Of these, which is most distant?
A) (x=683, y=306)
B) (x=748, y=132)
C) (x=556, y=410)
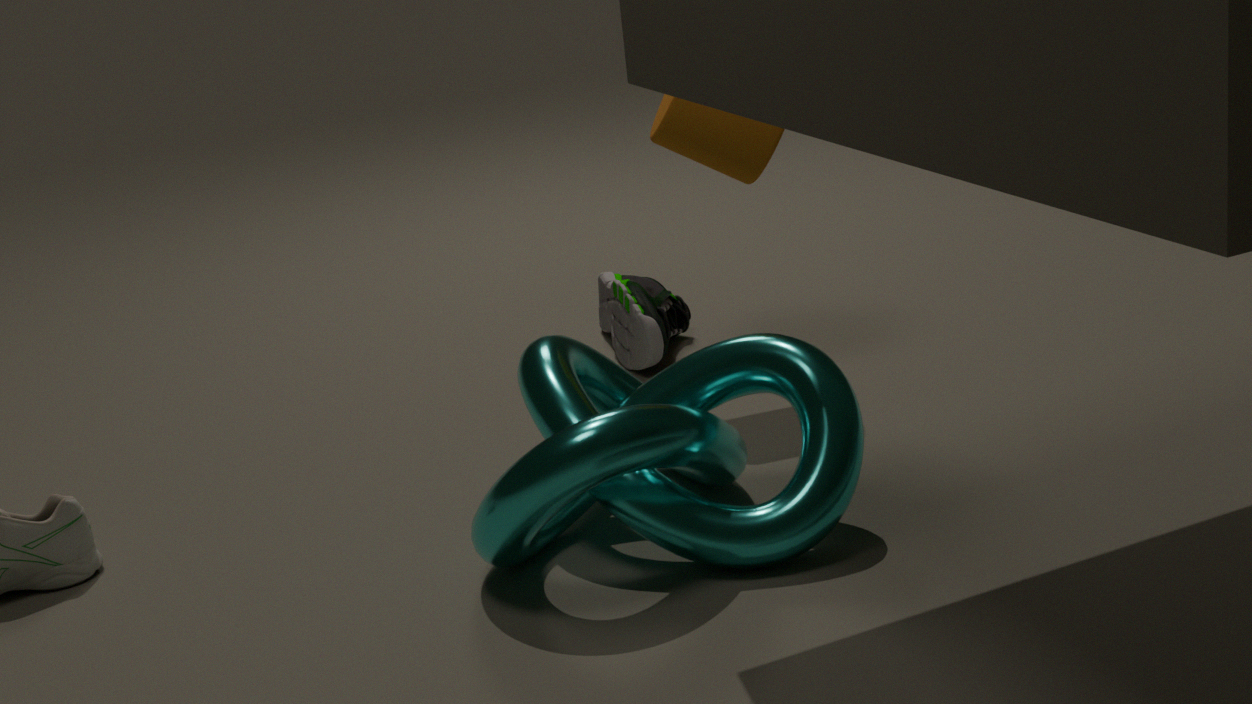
(x=683, y=306)
